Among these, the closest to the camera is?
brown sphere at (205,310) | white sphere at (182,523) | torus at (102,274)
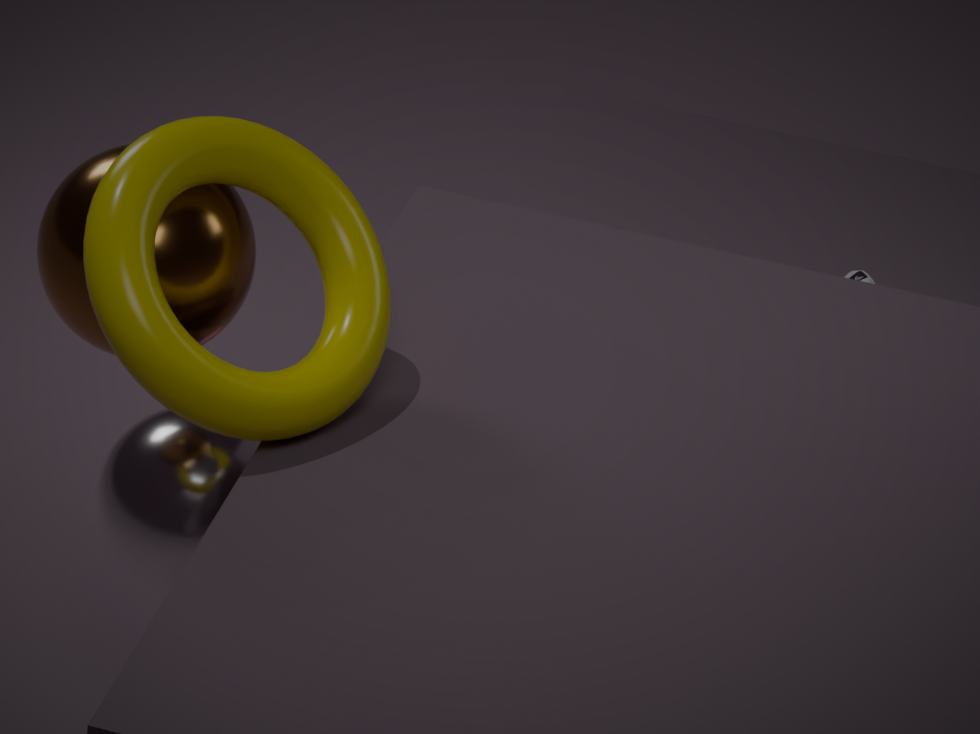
torus at (102,274)
